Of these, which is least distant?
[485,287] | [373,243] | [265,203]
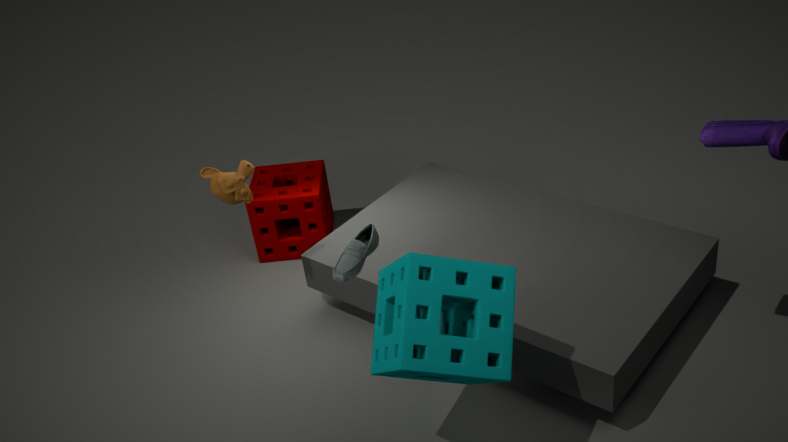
[485,287]
